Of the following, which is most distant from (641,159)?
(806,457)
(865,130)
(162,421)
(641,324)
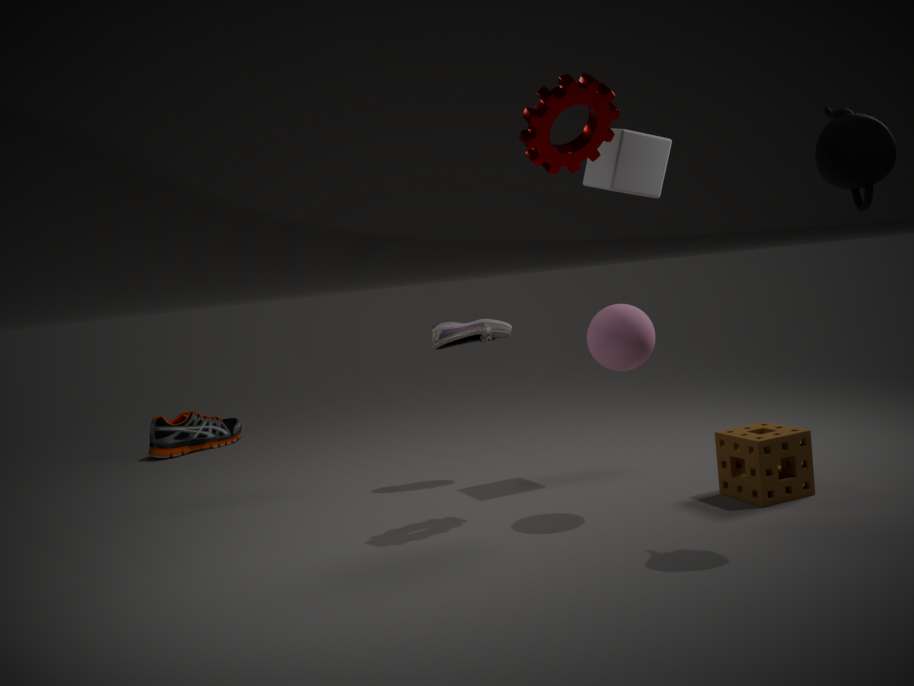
(162,421)
